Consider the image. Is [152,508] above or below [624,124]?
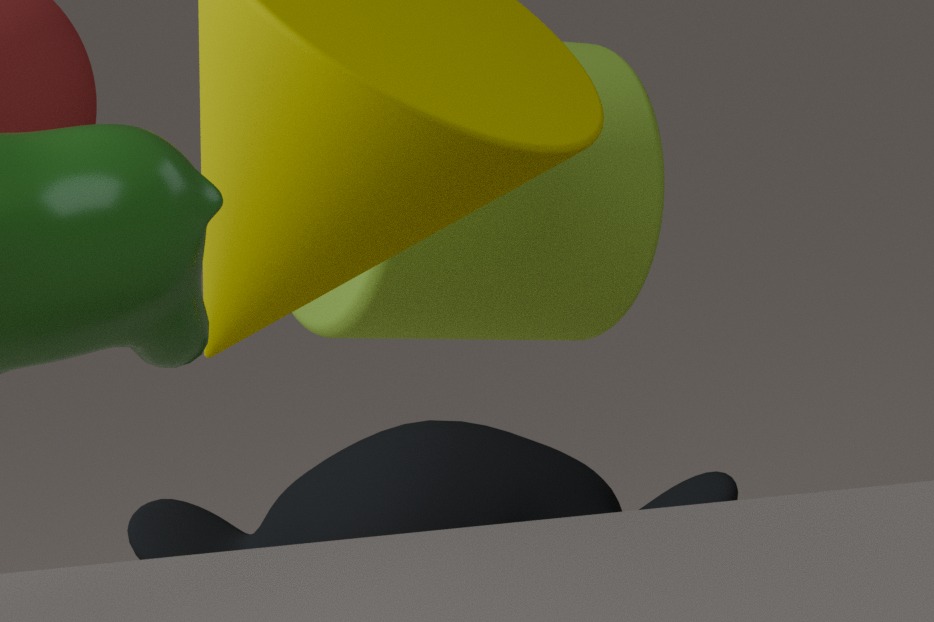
below
